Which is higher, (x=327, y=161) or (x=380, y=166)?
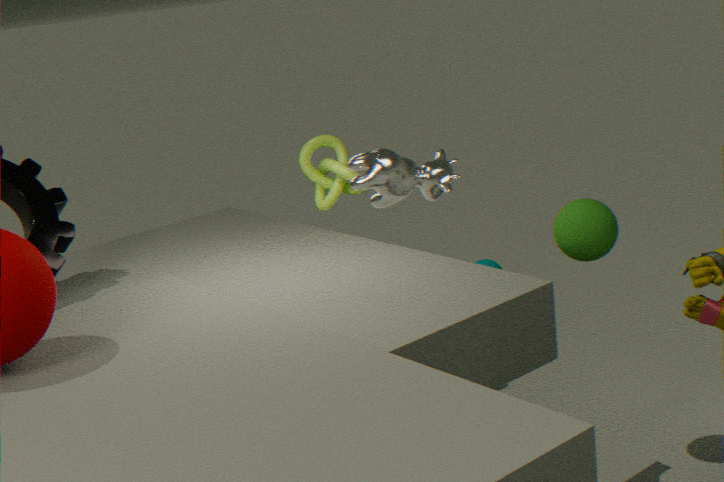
(x=380, y=166)
